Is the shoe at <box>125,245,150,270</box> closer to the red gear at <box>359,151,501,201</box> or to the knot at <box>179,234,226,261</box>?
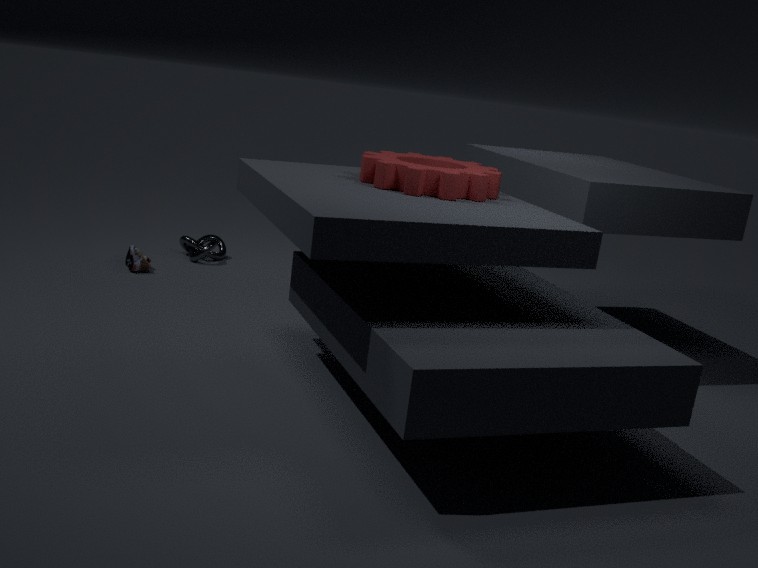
the knot at <box>179,234,226,261</box>
